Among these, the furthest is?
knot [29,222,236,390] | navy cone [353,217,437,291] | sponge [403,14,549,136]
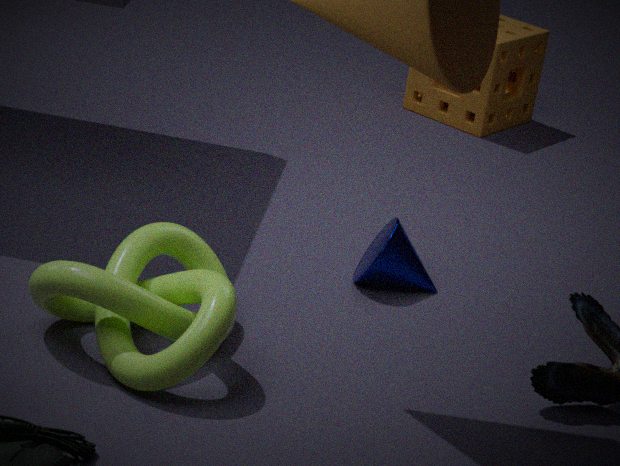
sponge [403,14,549,136]
